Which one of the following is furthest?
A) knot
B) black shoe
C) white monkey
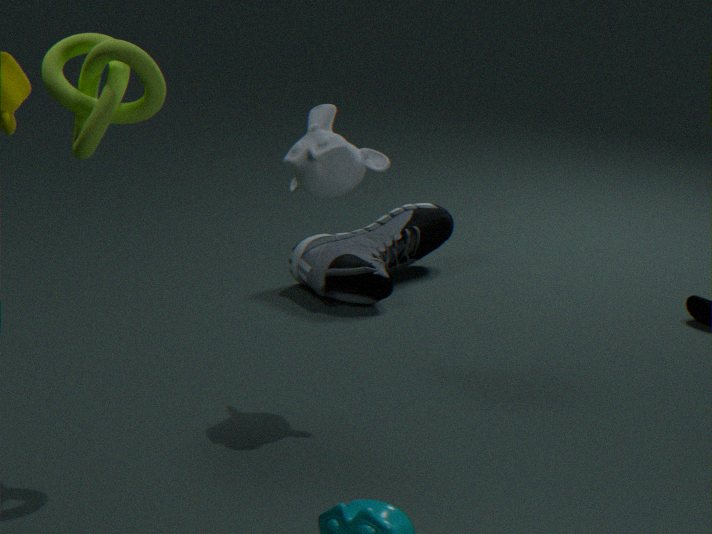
black shoe
